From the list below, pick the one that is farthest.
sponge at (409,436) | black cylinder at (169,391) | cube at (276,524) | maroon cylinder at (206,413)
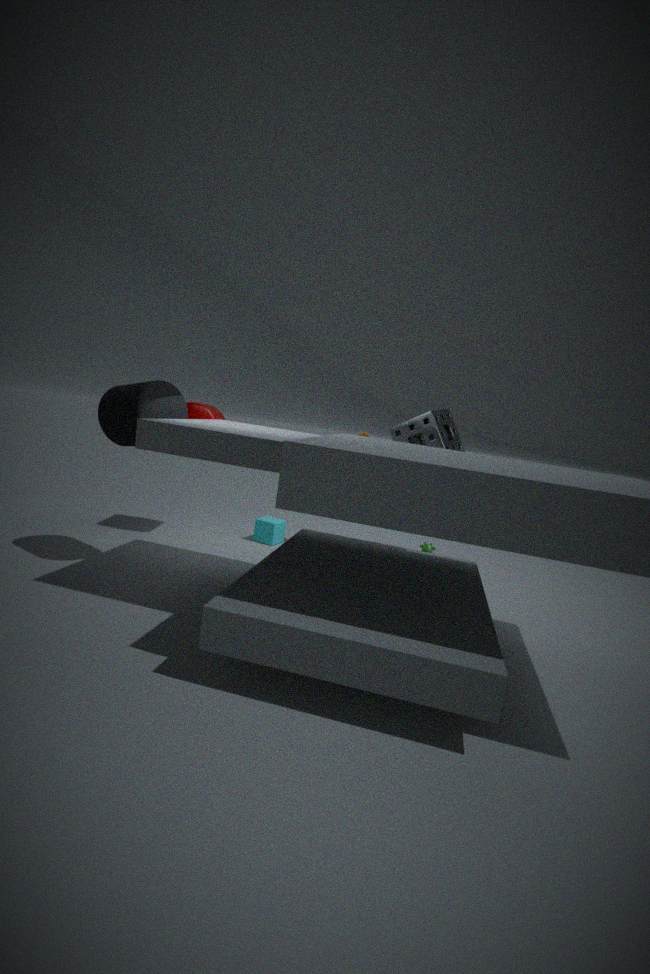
cube at (276,524)
